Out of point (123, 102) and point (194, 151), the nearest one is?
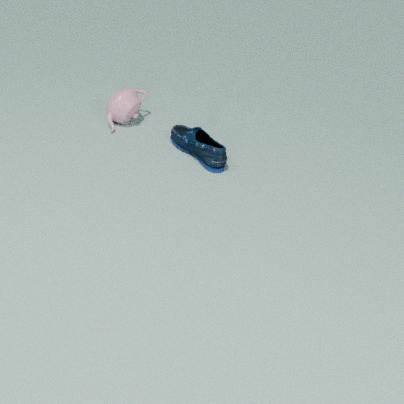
point (194, 151)
